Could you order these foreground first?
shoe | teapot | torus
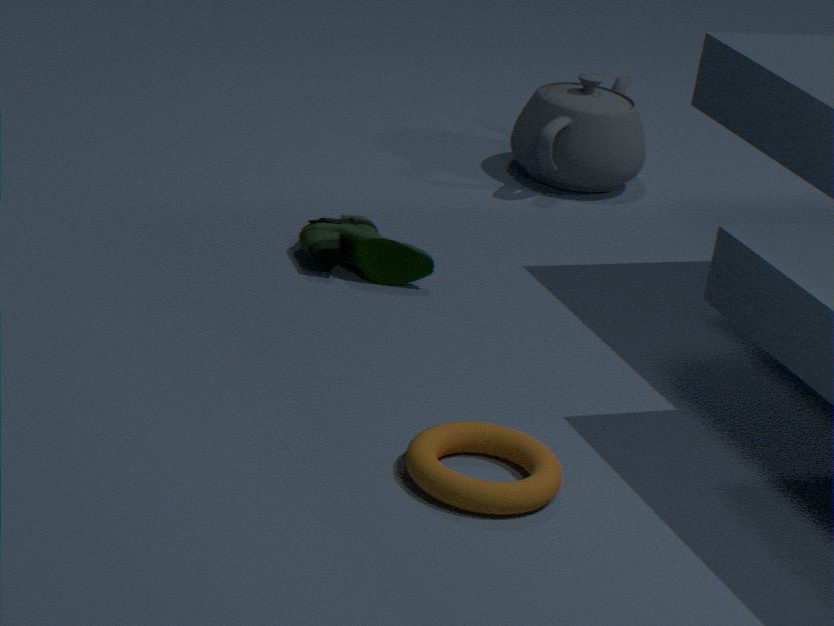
1. torus
2. shoe
3. teapot
